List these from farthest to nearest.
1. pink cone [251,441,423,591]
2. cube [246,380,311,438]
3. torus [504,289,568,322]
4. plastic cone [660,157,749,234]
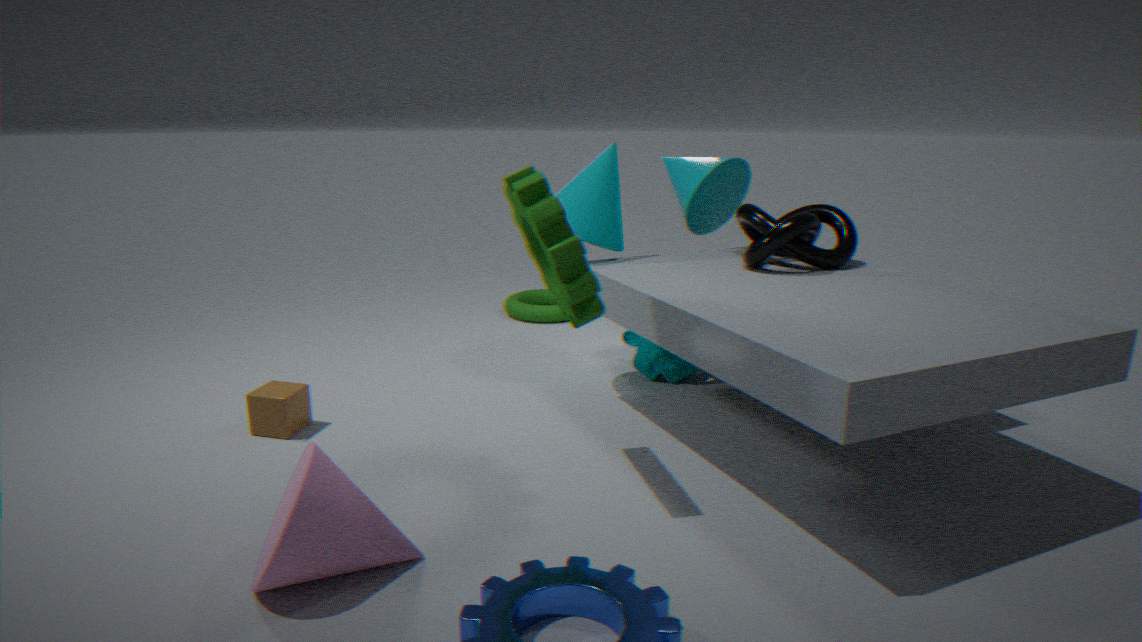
1. torus [504,289,568,322]
2. plastic cone [660,157,749,234]
3. cube [246,380,311,438]
4. pink cone [251,441,423,591]
